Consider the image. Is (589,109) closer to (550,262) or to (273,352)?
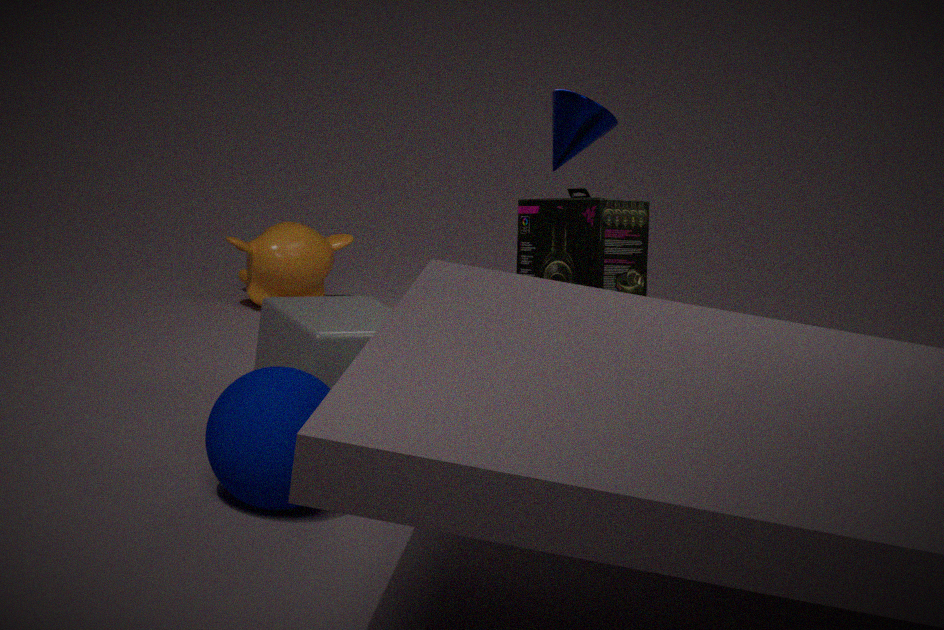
(550,262)
